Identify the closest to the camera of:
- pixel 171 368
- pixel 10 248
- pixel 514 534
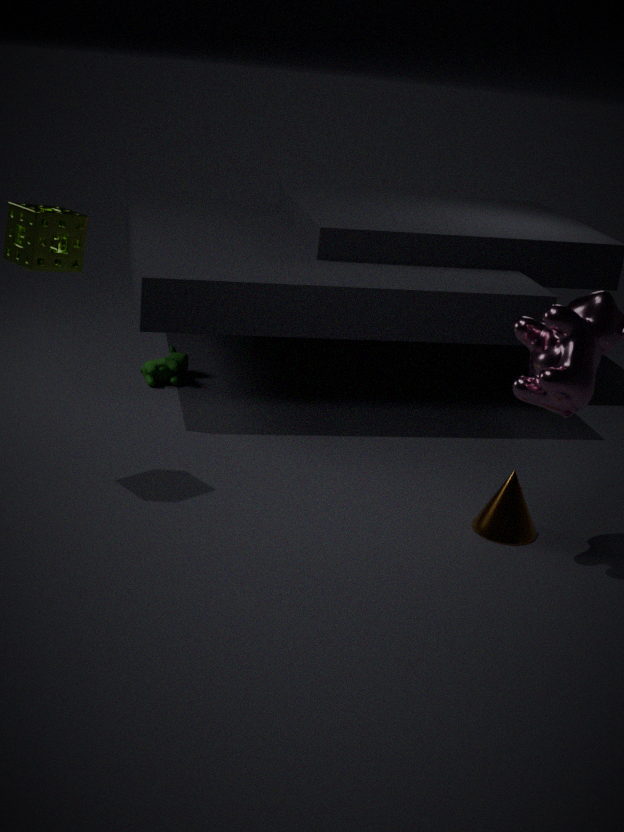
pixel 10 248
